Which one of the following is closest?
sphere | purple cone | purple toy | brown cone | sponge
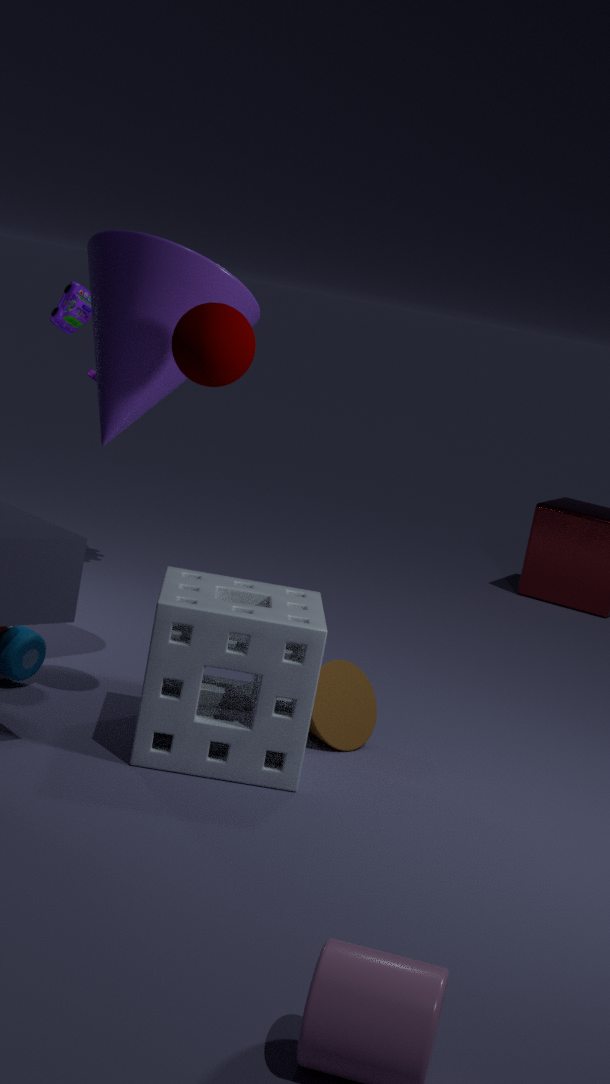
sponge
